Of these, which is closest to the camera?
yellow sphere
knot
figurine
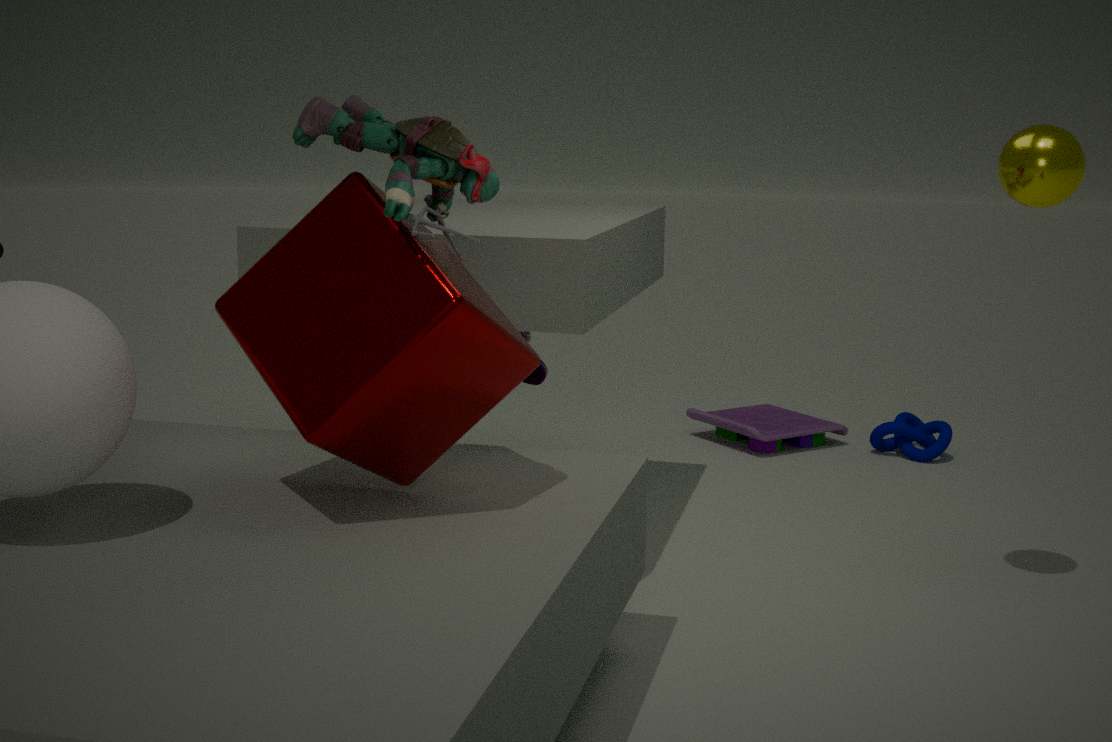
figurine
